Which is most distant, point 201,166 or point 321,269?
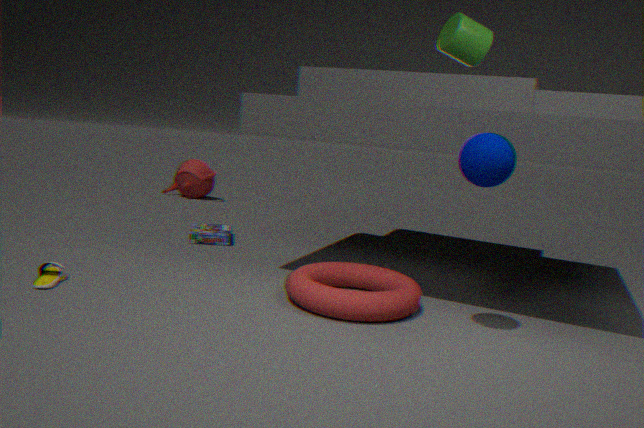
point 201,166
